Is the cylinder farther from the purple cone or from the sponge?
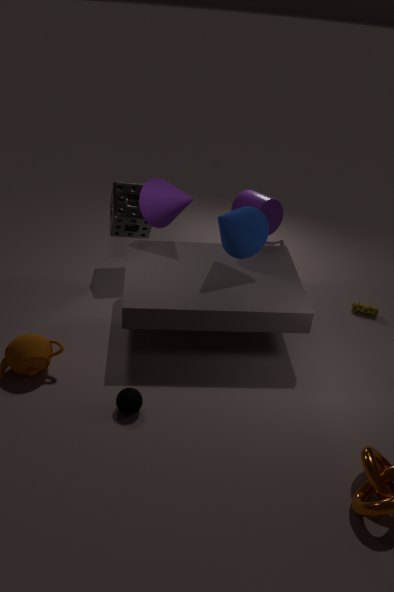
the sponge
